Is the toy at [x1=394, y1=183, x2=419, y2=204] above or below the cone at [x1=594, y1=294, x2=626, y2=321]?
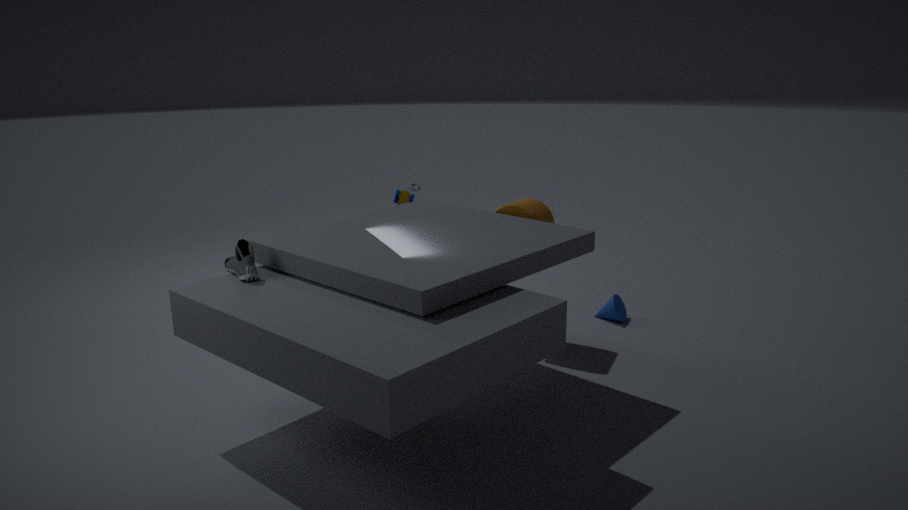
above
